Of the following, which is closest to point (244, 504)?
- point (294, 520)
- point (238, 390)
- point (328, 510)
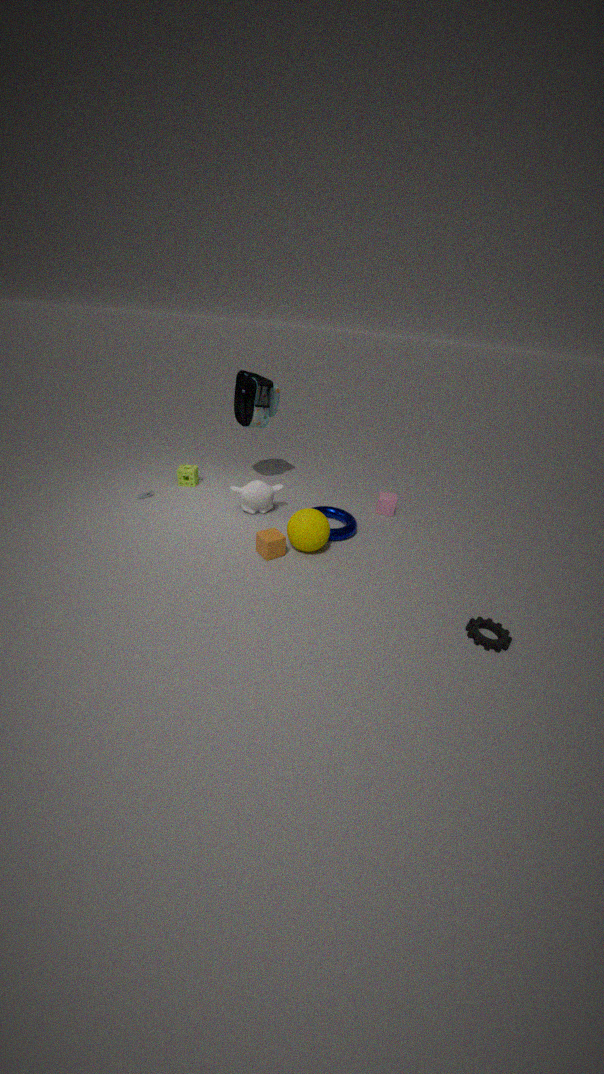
point (328, 510)
